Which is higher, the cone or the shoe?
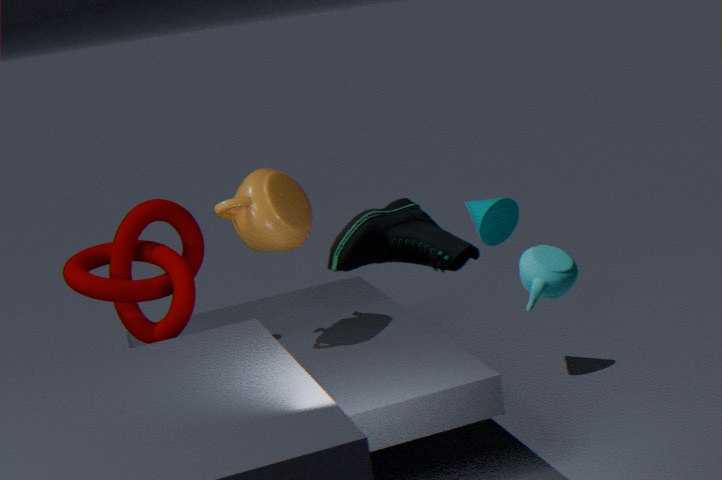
the shoe
